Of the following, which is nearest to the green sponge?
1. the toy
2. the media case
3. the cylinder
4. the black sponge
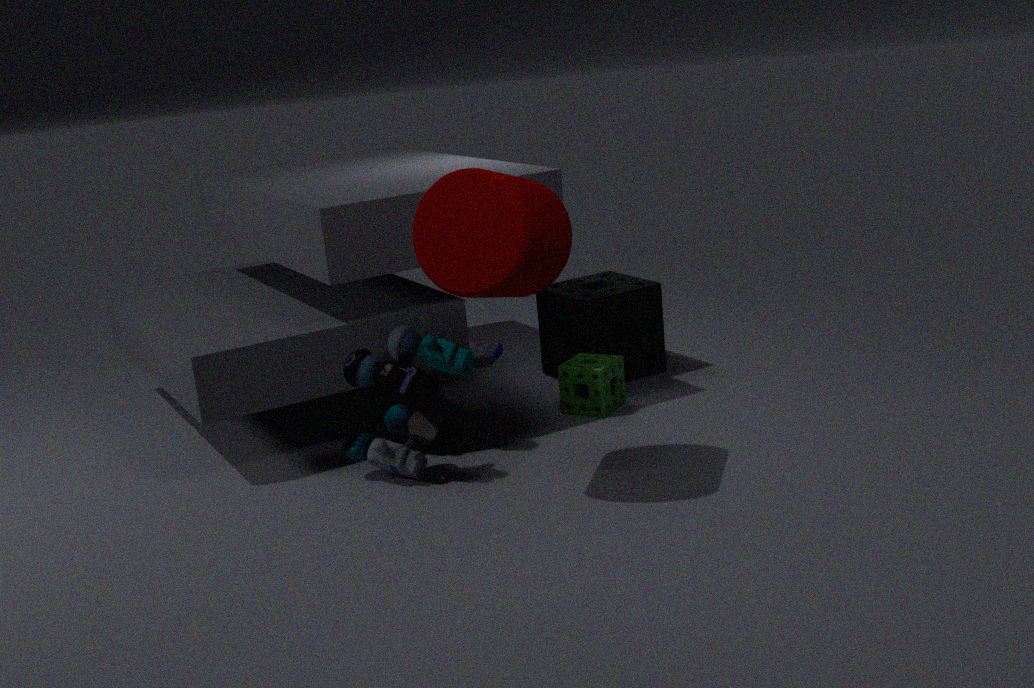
the black sponge
